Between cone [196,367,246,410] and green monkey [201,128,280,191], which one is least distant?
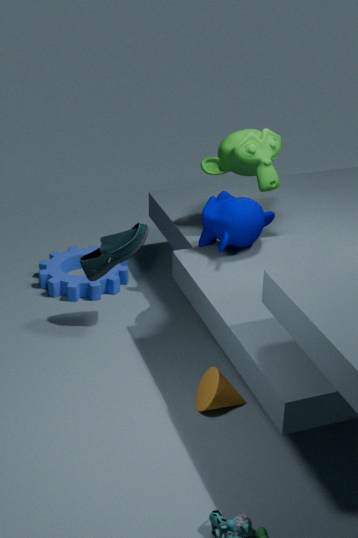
cone [196,367,246,410]
